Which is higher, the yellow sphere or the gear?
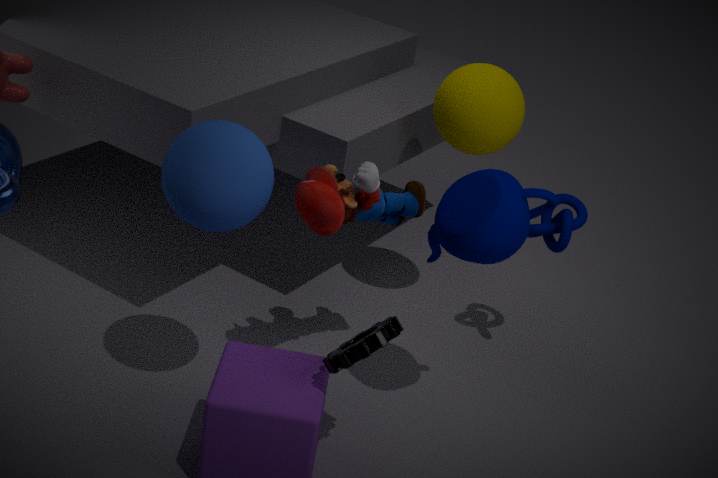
the yellow sphere
